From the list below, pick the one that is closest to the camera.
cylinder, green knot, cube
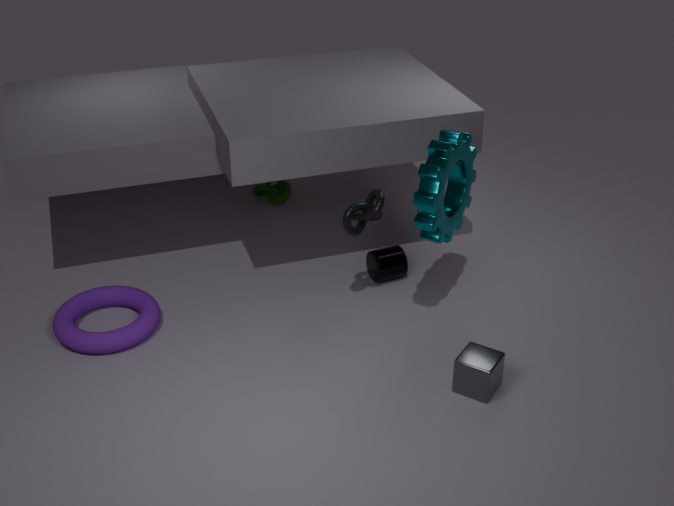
cube
